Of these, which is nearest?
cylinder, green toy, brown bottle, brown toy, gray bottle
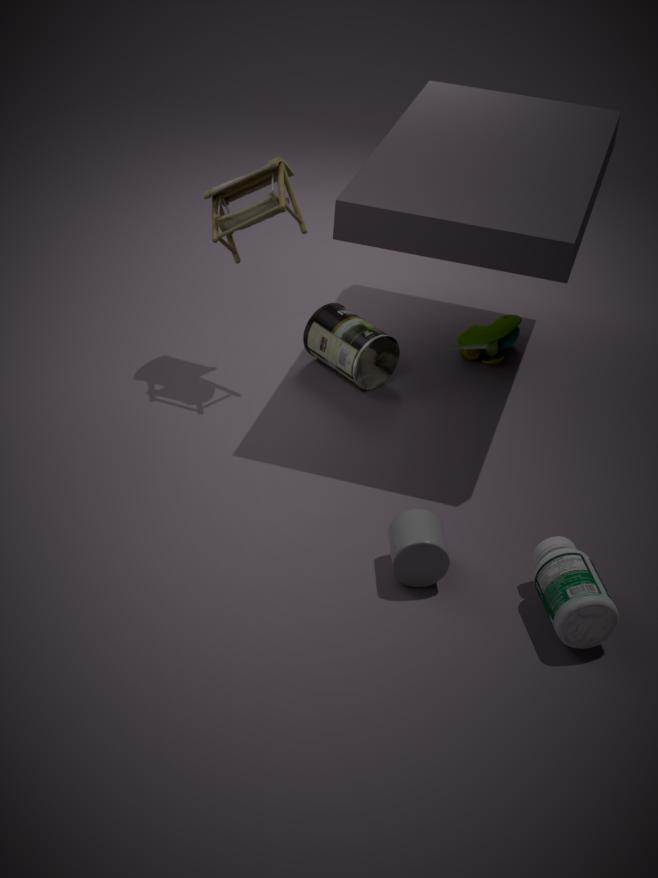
gray bottle
